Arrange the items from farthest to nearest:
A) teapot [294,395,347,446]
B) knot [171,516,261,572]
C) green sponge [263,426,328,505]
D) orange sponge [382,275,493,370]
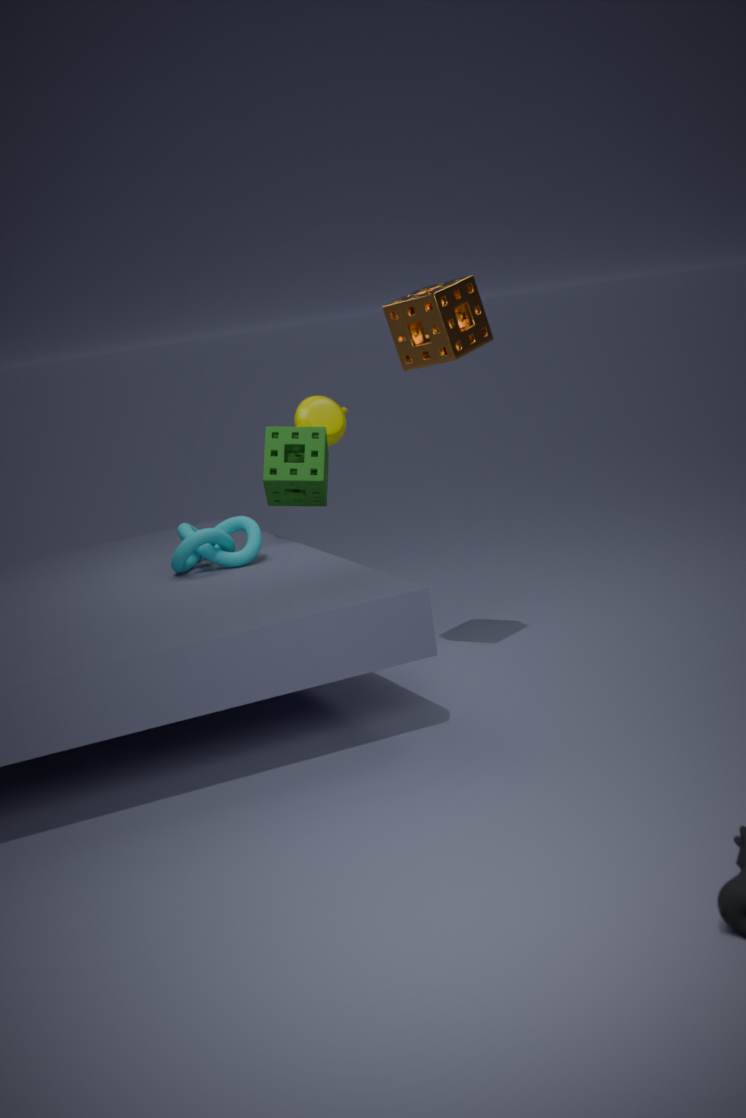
teapot [294,395,347,446]
green sponge [263,426,328,505]
knot [171,516,261,572]
orange sponge [382,275,493,370]
